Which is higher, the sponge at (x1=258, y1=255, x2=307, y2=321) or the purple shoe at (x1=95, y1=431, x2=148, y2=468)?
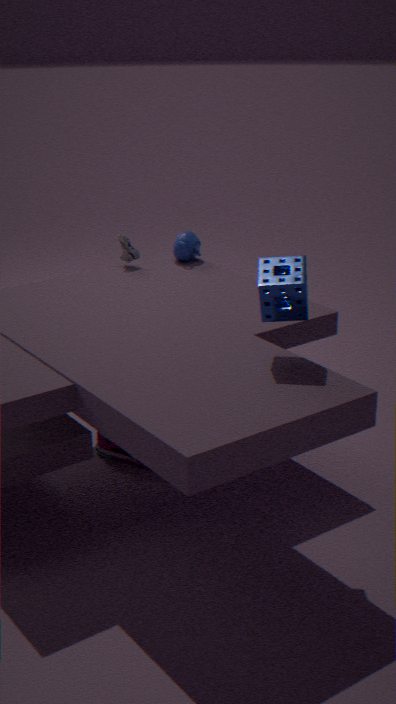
the sponge at (x1=258, y1=255, x2=307, y2=321)
